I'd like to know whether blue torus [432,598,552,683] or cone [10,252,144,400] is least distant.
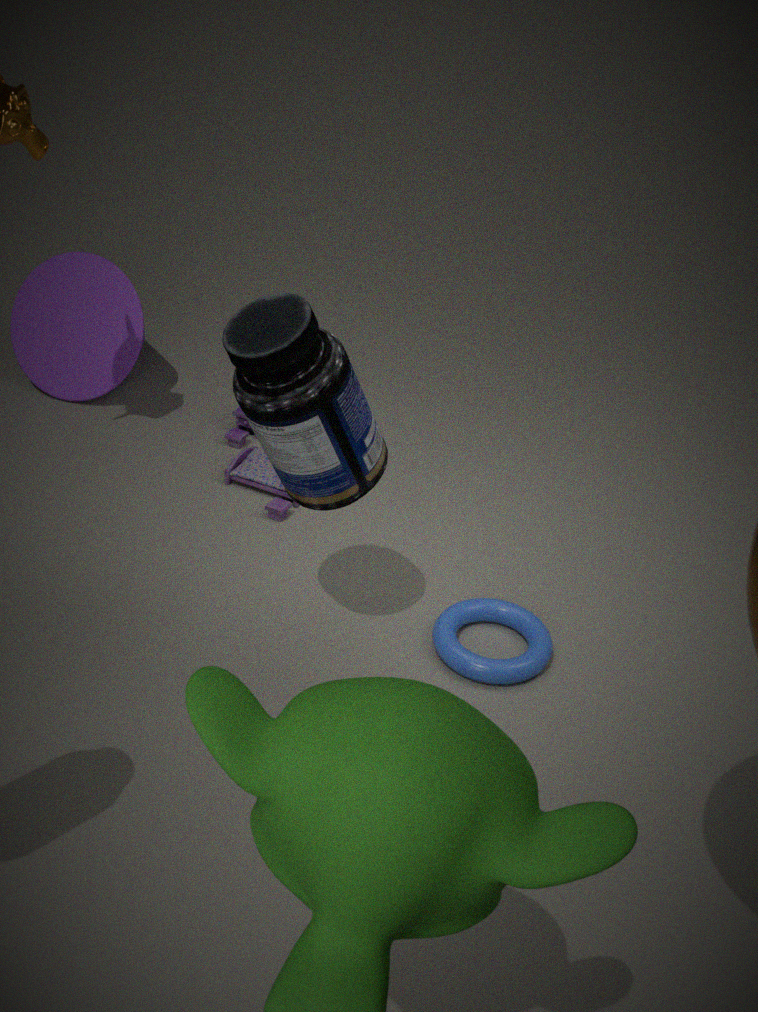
blue torus [432,598,552,683]
